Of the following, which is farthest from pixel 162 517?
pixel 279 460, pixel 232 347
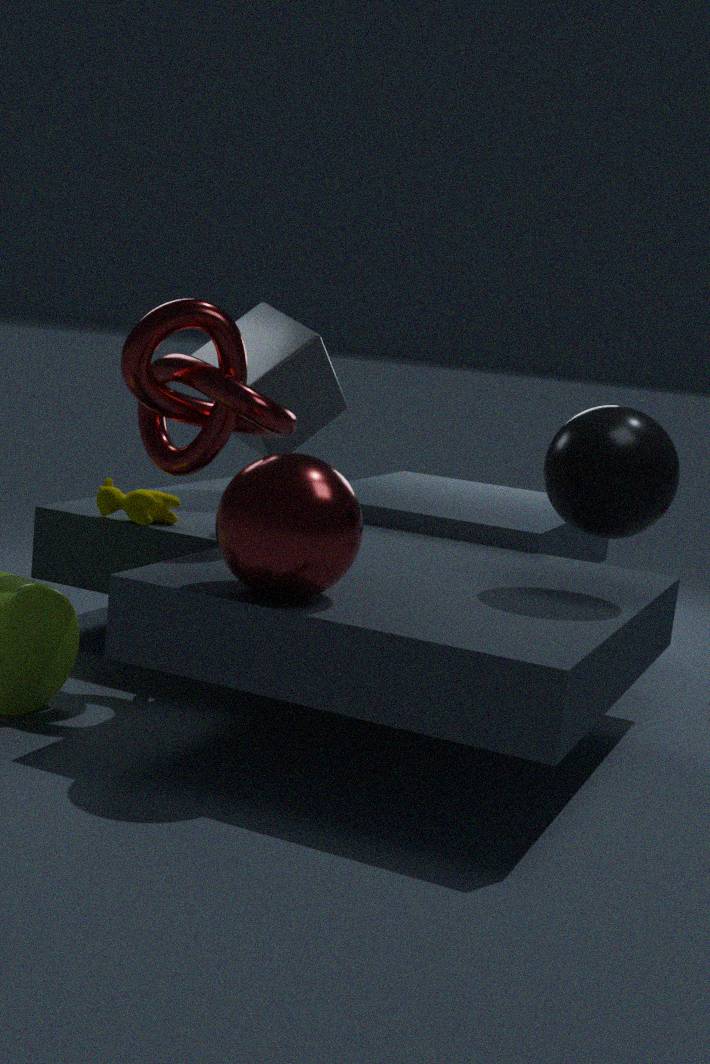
pixel 279 460
